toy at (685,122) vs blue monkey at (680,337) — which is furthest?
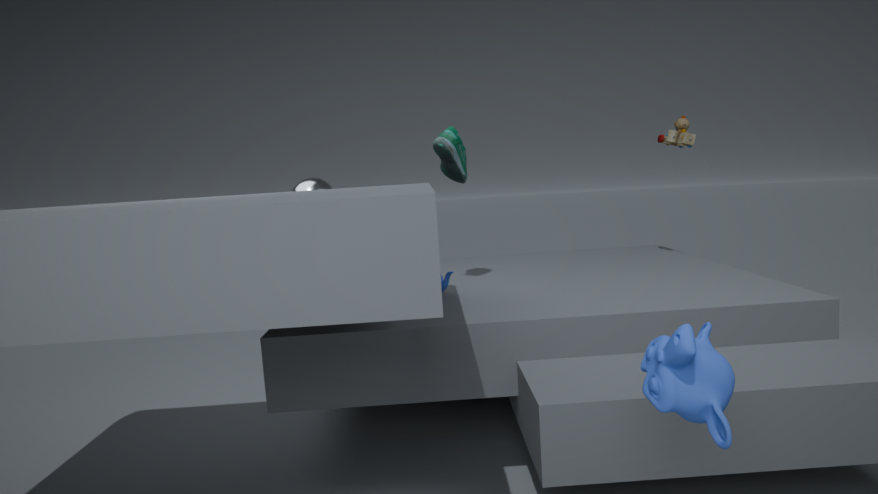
toy at (685,122)
